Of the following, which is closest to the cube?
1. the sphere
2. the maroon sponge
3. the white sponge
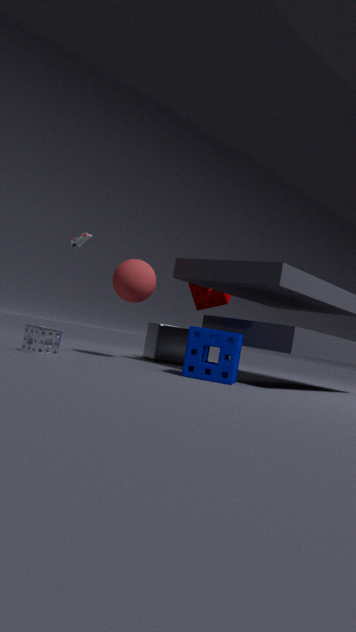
the maroon sponge
